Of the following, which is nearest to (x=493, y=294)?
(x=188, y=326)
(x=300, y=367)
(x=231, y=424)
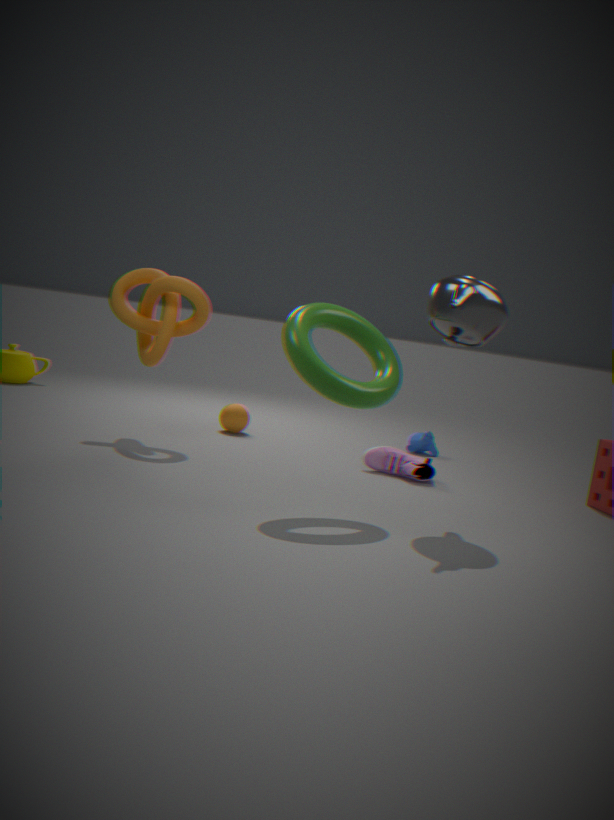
(x=300, y=367)
